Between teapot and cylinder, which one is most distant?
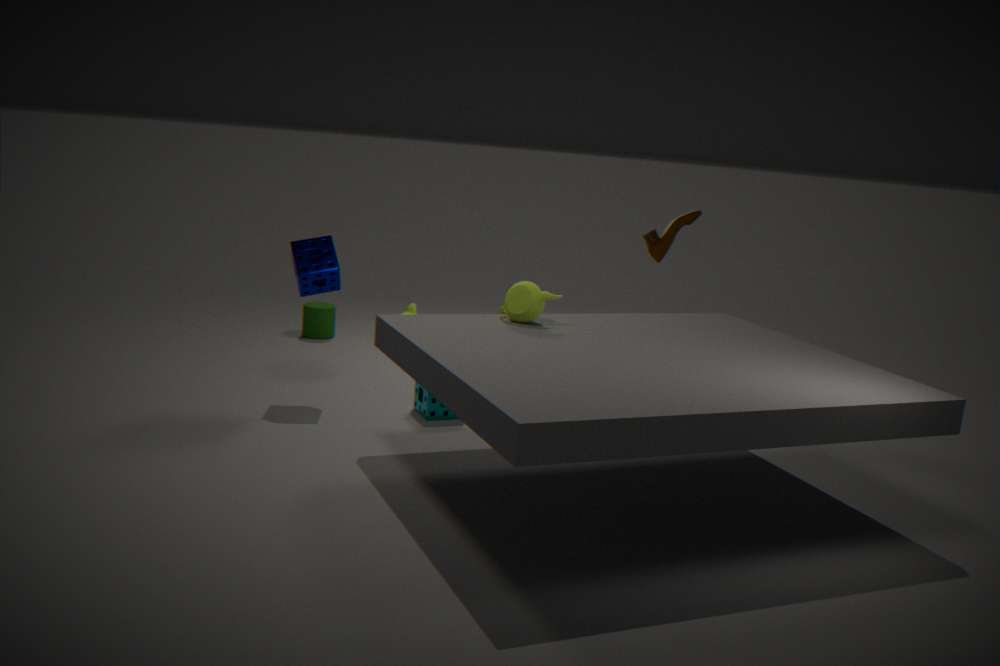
cylinder
